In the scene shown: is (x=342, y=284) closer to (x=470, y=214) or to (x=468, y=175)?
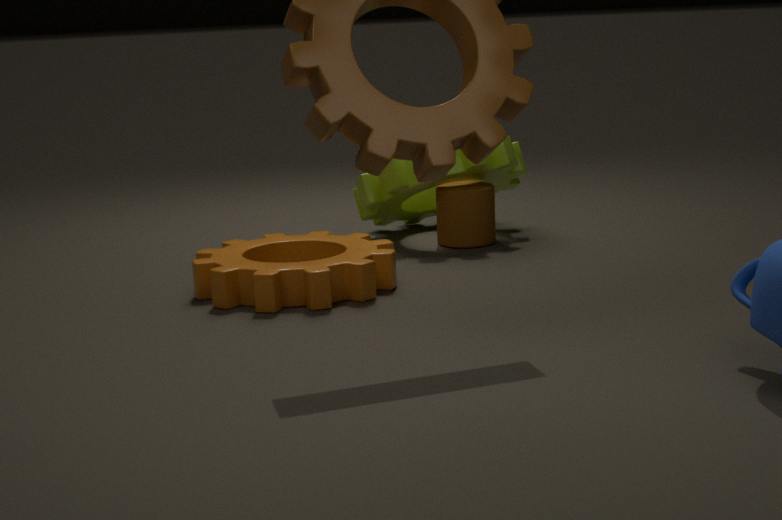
(x=470, y=214)
